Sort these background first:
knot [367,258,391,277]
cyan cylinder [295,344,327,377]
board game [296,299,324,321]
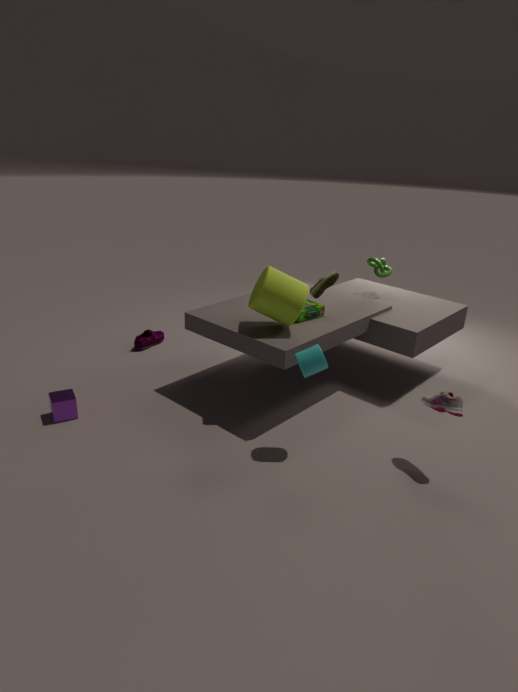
knot [367,258,391,277], board game [296,299,324,321], cyan cylinder [295,344,327,377]
